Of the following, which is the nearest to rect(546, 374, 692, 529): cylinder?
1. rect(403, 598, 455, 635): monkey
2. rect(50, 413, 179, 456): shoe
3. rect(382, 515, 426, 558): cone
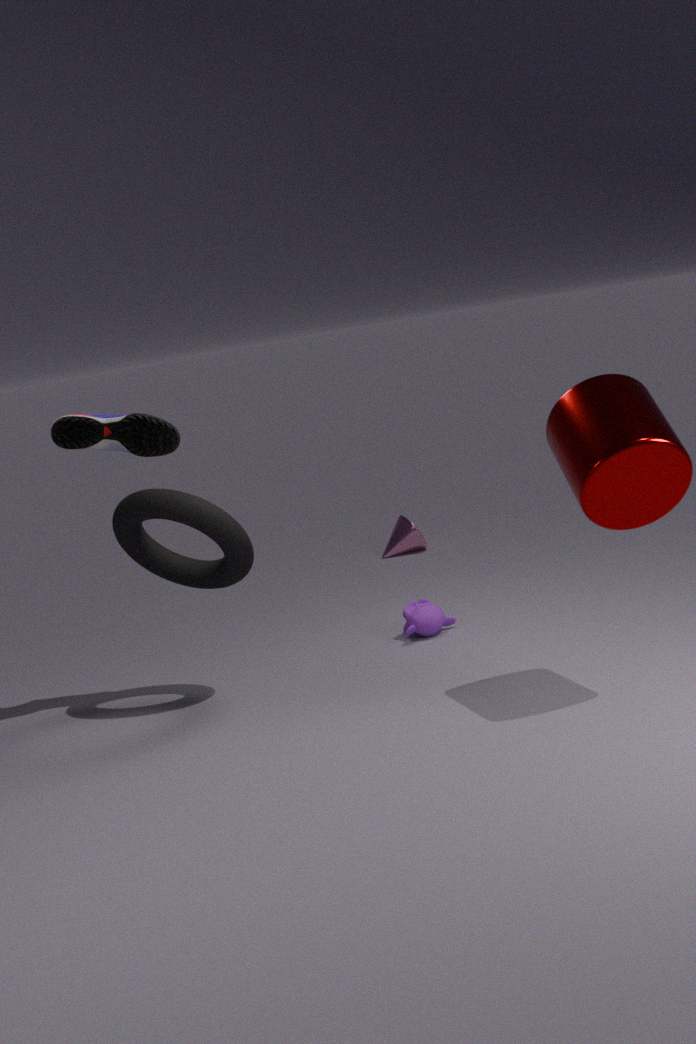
rect(403, 598, 455, 635): monkey
